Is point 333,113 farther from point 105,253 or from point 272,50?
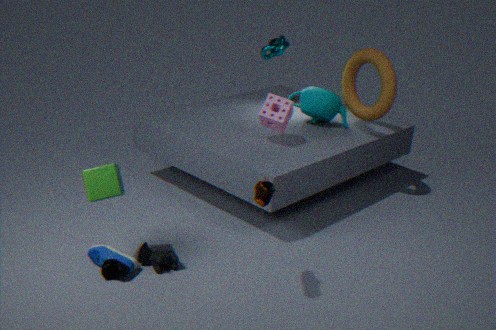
point 105,253
